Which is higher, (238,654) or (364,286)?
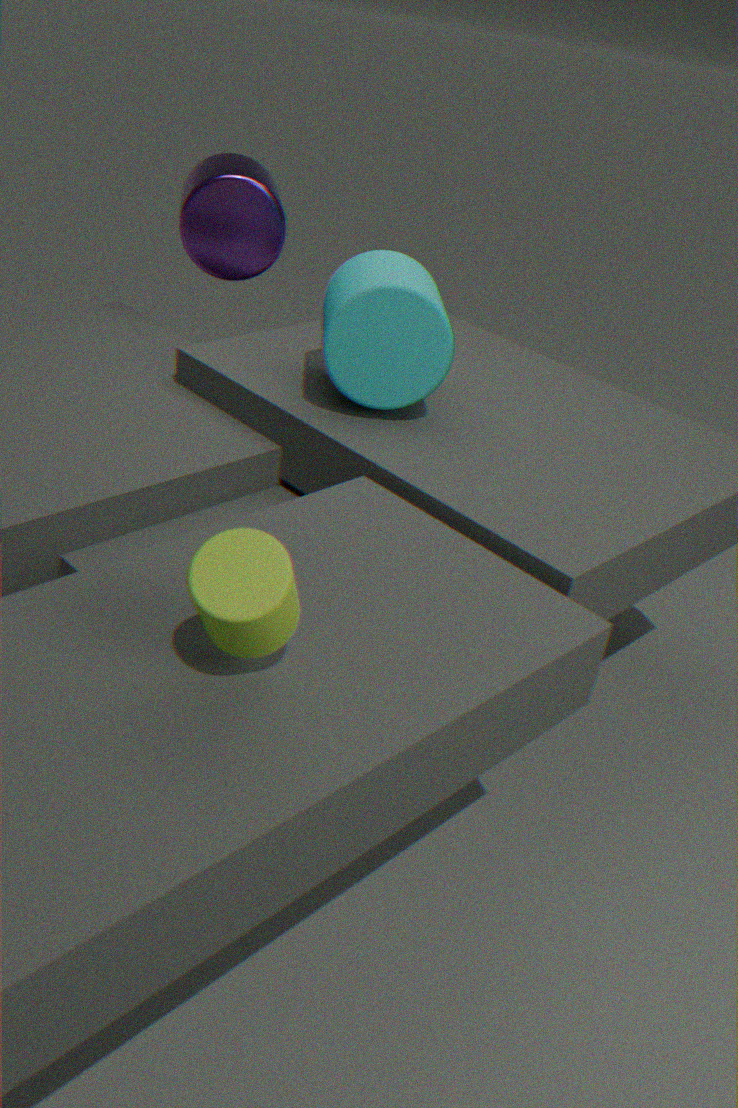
(364,286)
